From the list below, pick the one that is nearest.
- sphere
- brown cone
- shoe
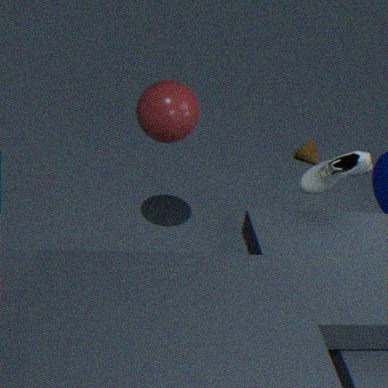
shoe
